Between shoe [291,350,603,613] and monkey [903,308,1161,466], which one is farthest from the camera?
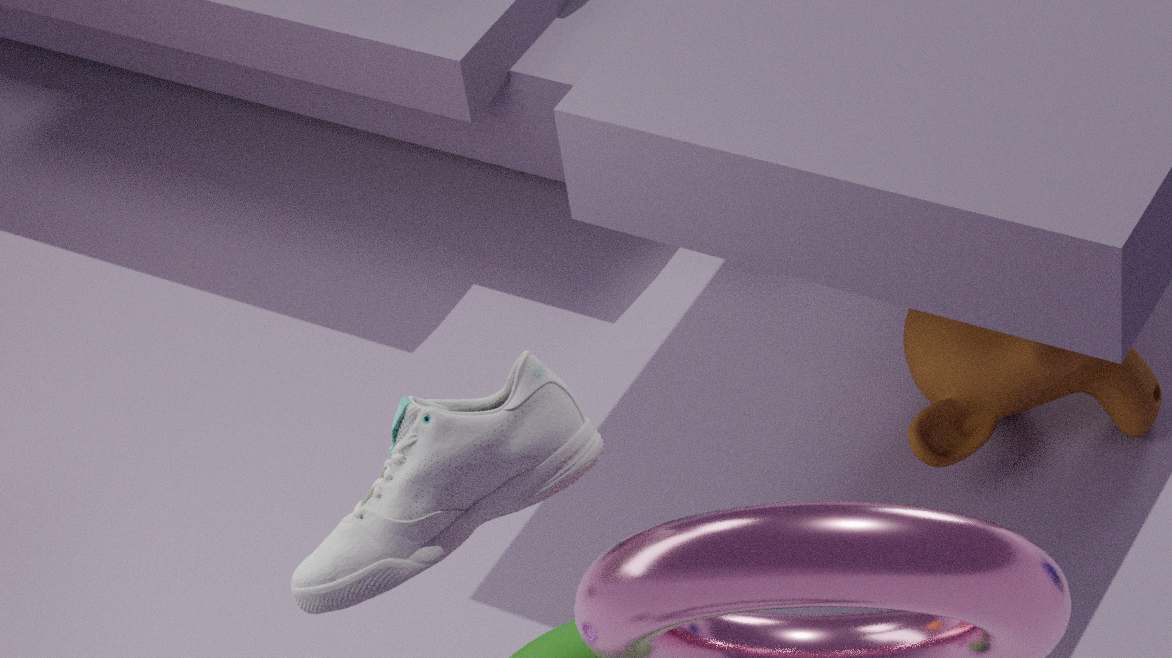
monkey [903,308,1161,466]
